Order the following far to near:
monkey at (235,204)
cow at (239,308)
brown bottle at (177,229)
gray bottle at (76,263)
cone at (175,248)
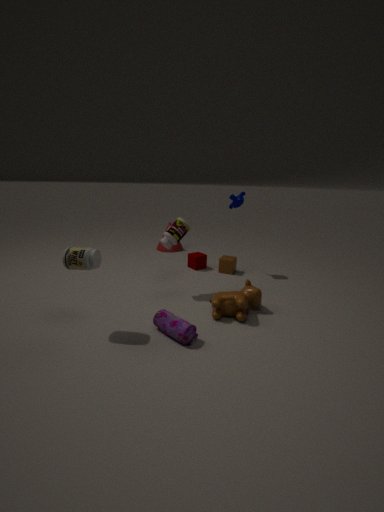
cone at (175,248)
monkey at (235,204)
brown bottle at (177,229)
cow at (239,308)
gray bottle at (76,263)
